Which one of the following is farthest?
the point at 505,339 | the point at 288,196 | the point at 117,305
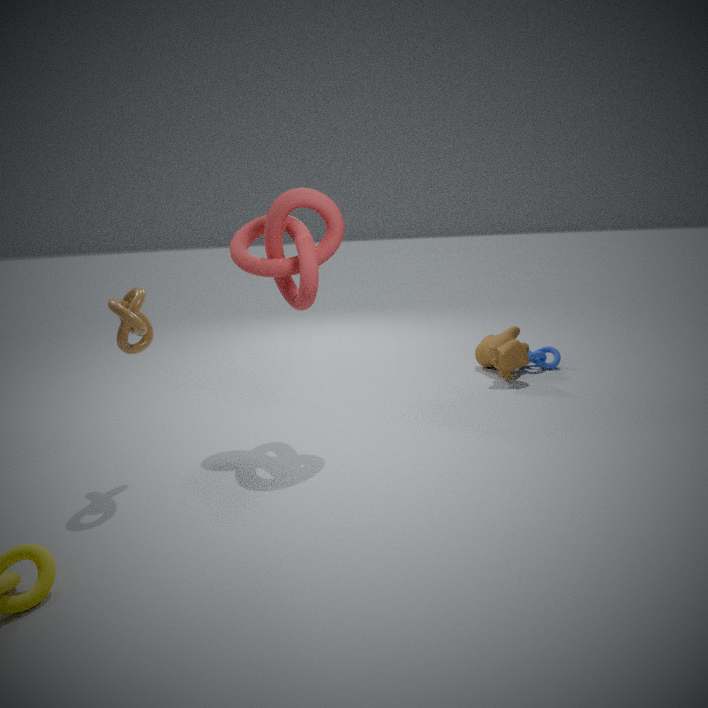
the point at 505,339
